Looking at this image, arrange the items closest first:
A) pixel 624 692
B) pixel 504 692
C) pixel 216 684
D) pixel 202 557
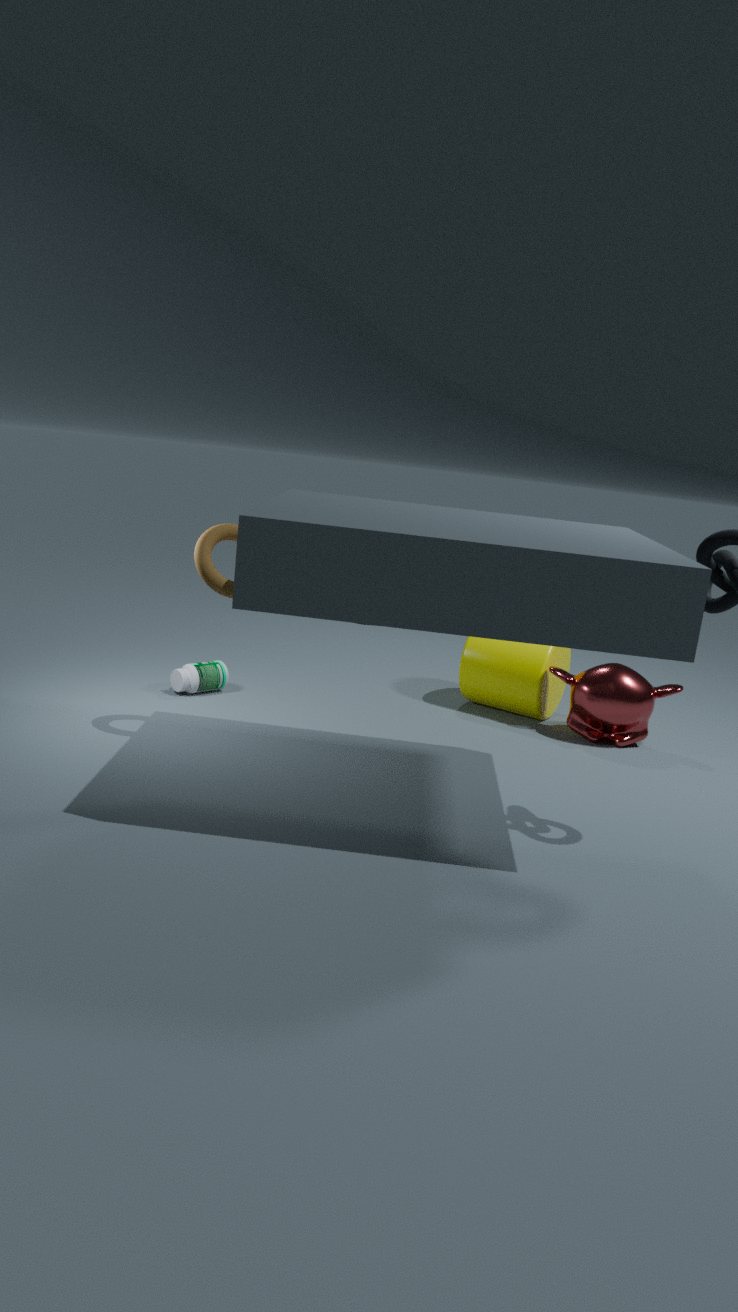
pixel 202 557 → pixel 624 692 → pixel 216 684 → pixel 504 692
